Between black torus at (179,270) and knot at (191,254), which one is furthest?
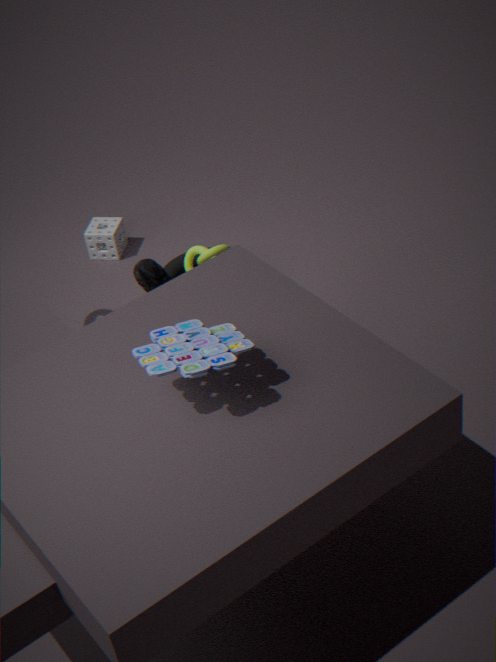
black torus at (179,270)
